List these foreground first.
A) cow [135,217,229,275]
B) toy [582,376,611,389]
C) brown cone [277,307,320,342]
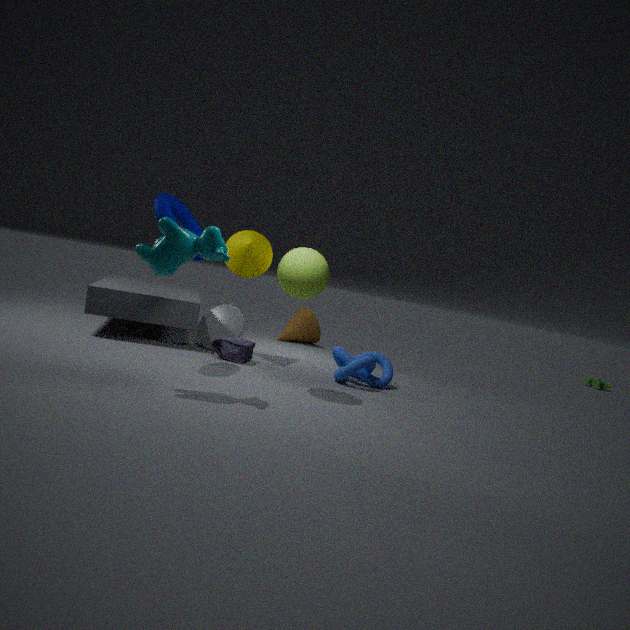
cow [135,217,229,275], brown cone [277,307,320,342], toy [582,376,611,389]
